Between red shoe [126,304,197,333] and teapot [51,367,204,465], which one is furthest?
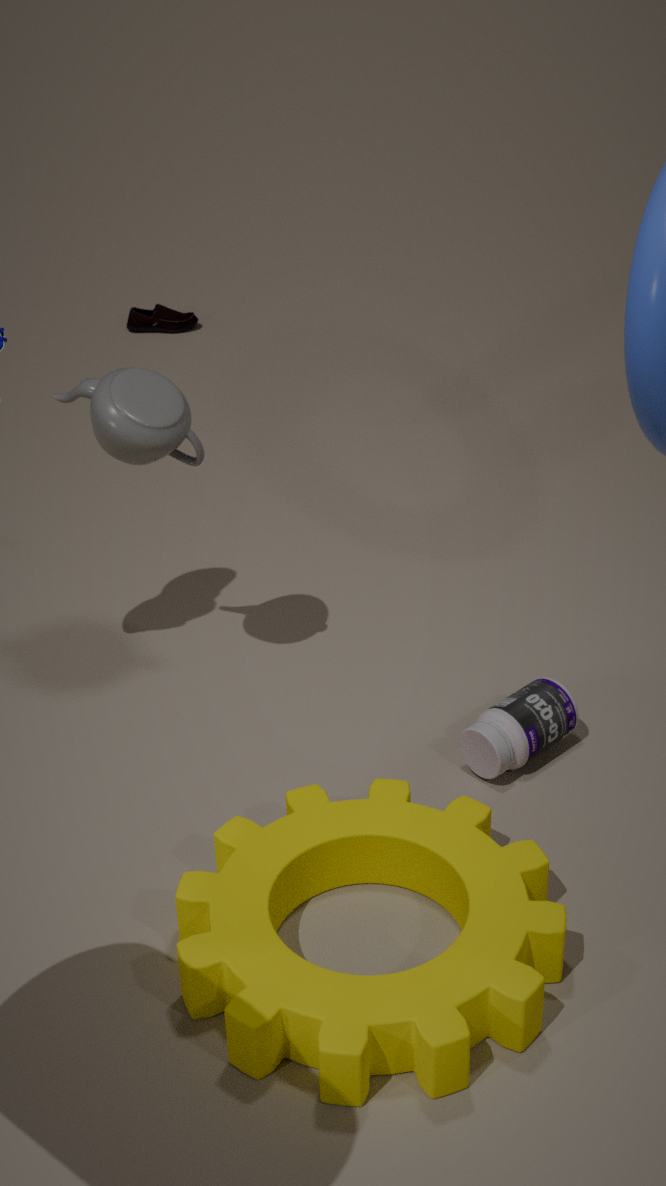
red shoe [126,304,197,333]
